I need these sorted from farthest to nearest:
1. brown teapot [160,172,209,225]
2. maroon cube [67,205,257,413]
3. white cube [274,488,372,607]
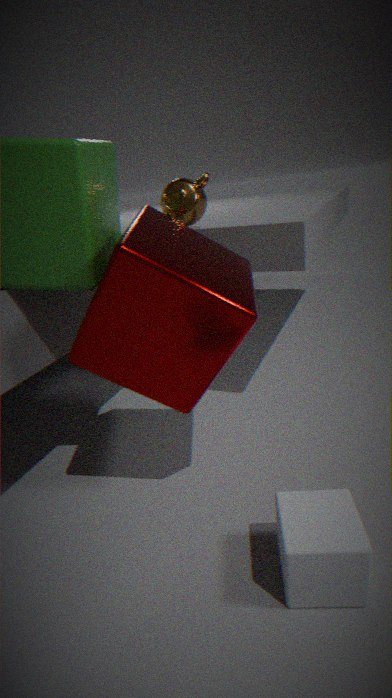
1. brown teapot [160,172,209,225]
2. maroon cube [67,205,257,413]
3. white cube [274,488,372,607]
